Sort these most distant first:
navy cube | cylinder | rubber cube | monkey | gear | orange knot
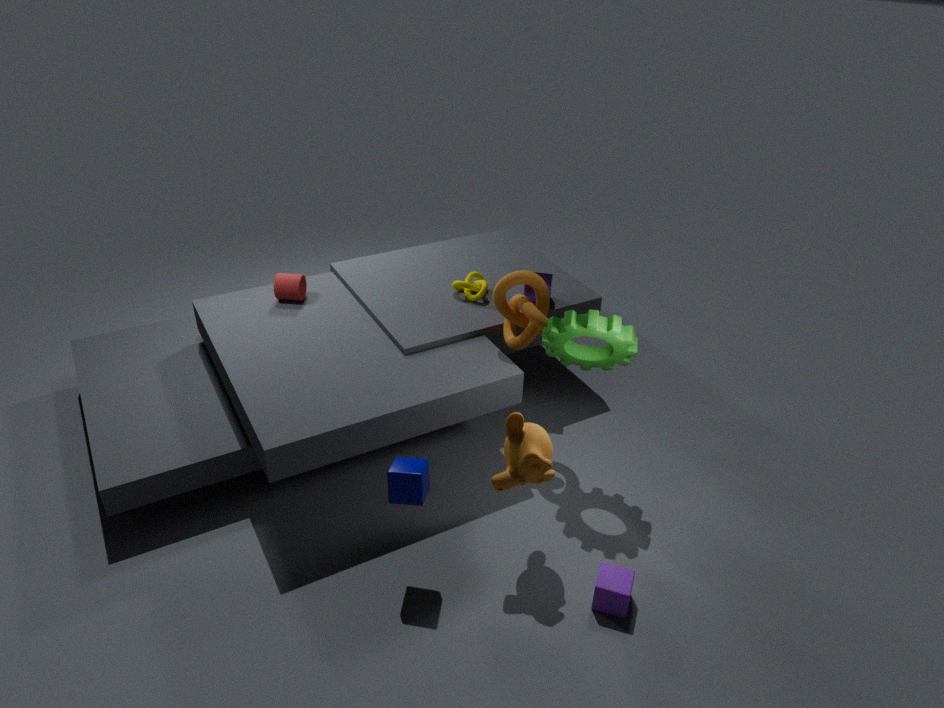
1. cylinder
2. orange knot
3. gear
4. rubber cube
5. monkey
6. navy cube
